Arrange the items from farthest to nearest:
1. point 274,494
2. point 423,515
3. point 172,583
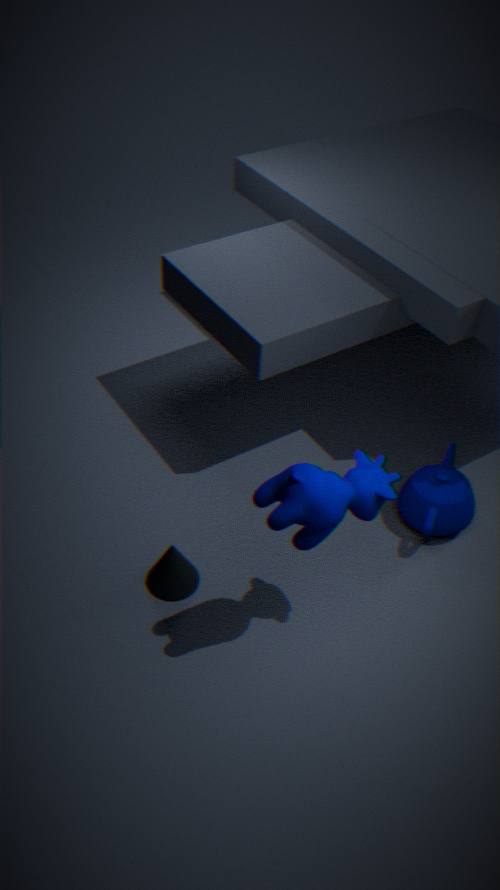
point 423,515
point 172,583
point 274,494
